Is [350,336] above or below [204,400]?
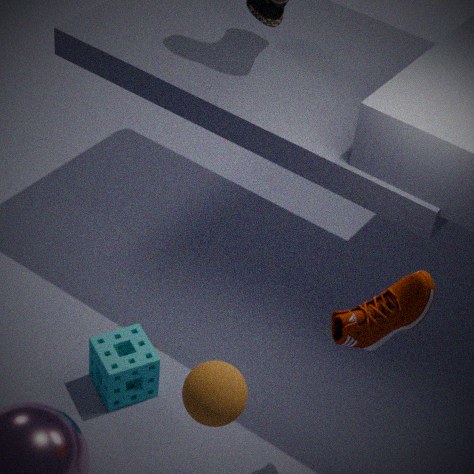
above
